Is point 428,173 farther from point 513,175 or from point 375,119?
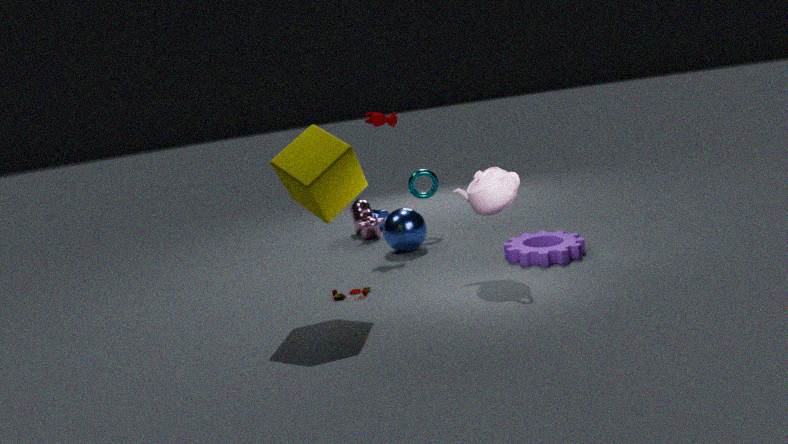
point 513,175
